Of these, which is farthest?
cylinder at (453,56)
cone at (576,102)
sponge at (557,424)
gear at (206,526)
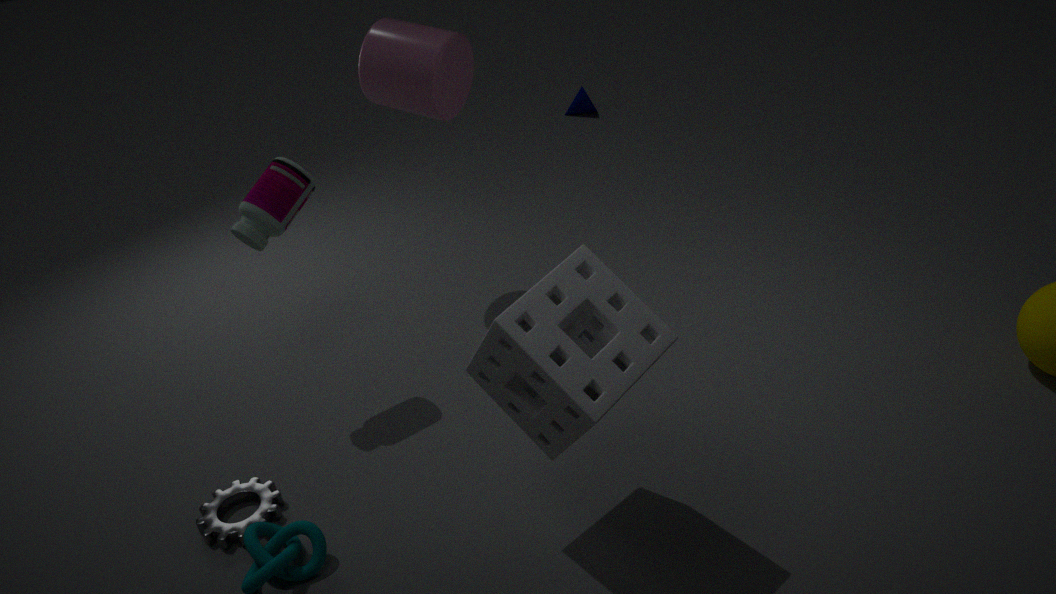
cone at (576,102)
